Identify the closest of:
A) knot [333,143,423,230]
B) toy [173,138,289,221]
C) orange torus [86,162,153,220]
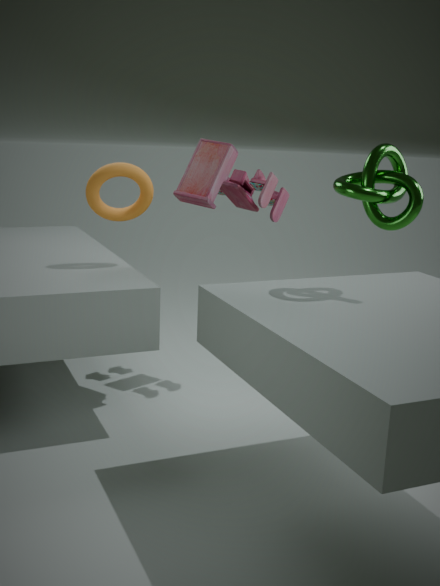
knot [333,143,423,230]
